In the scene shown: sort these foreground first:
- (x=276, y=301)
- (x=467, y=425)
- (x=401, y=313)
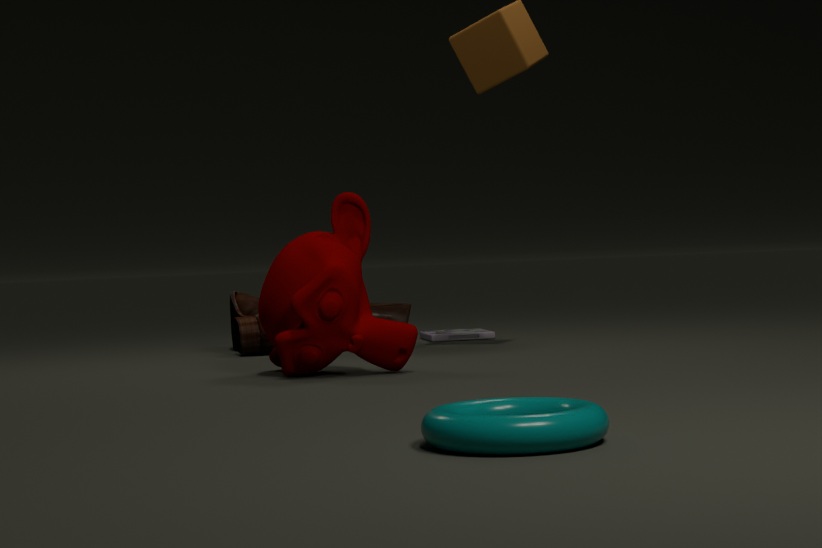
1. (x=467, y=425)
2. (x=276, y=301)
3. (x=401, y=313)
